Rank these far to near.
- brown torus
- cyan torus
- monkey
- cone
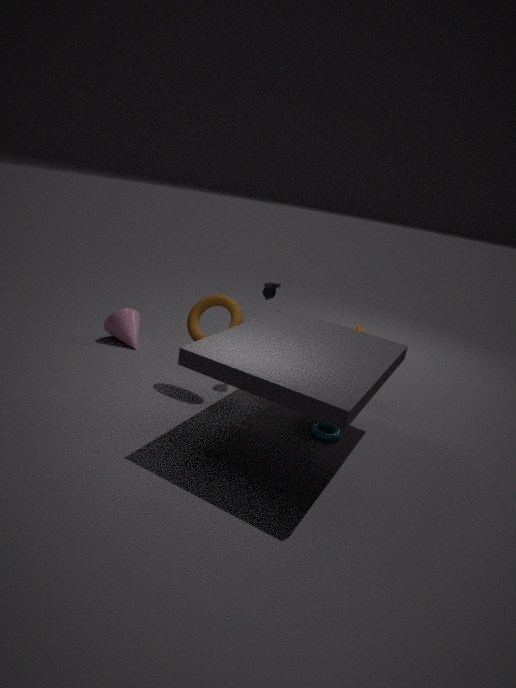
cone, monkey, brown torus, cyan torus
